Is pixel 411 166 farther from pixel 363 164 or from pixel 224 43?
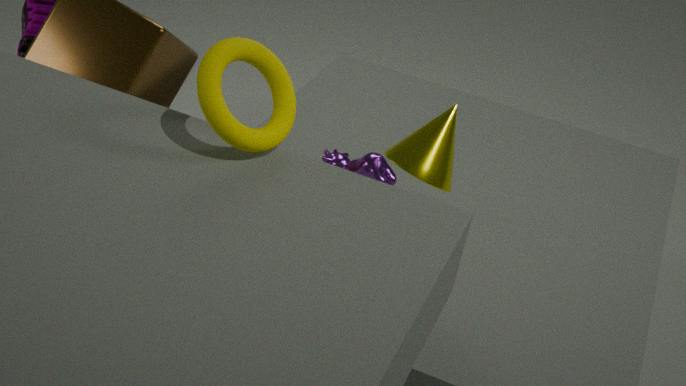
pixel 224 43
